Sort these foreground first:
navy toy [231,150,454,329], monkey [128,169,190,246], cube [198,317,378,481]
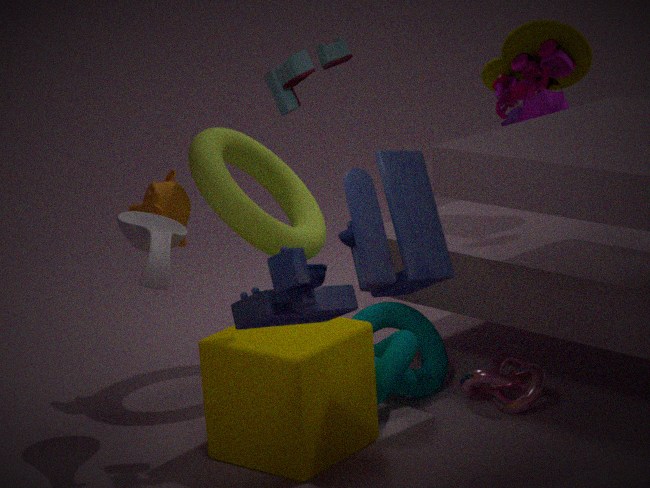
navy toy [231,150,454,329], cube [198,317,378,481], monkey [128,169,190,246]
